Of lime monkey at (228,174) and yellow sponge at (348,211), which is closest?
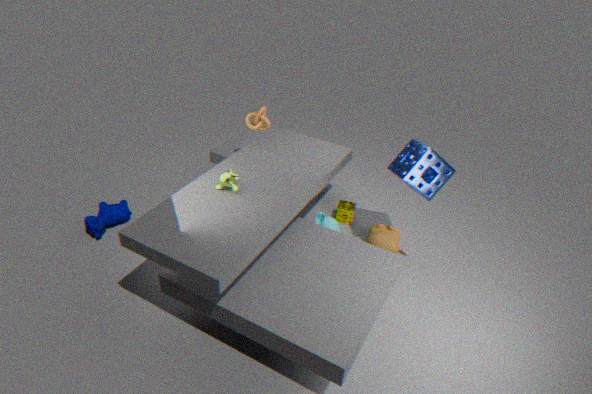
lime monkey at (228,174)
